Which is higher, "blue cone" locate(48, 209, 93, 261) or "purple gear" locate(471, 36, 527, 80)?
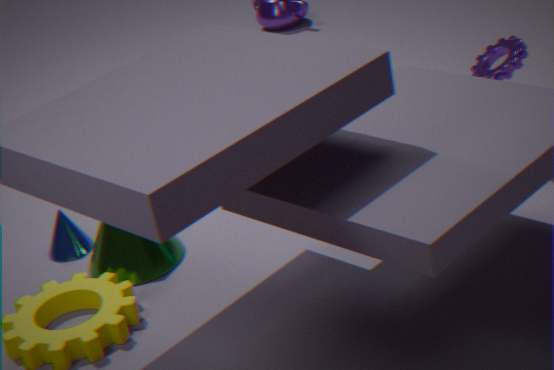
"purple gear" locate(471, 36, 527, 80)
